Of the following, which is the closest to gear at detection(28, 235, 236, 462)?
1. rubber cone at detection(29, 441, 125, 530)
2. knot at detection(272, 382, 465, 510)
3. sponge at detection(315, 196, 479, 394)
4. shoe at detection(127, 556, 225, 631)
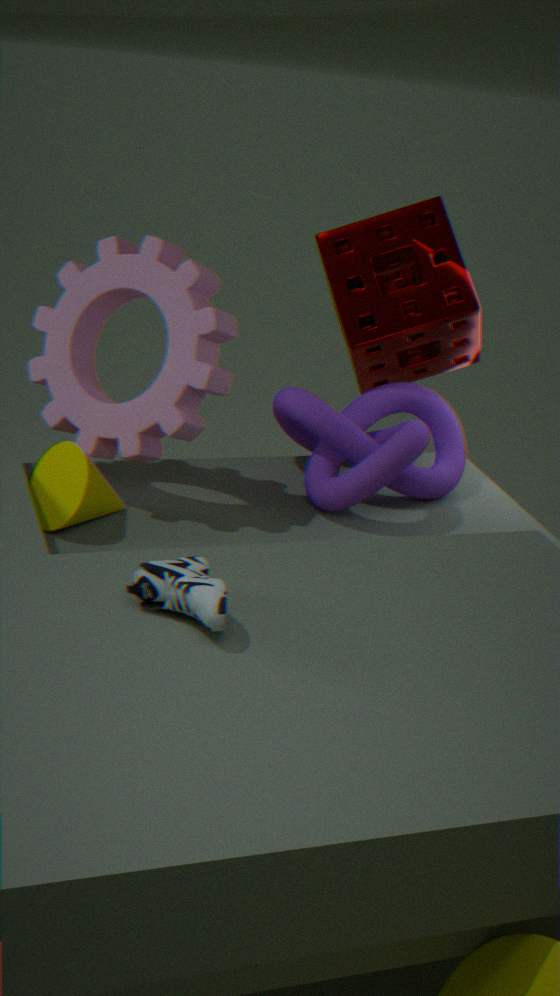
rubber cone at detection(29, 441, 125, 530)
